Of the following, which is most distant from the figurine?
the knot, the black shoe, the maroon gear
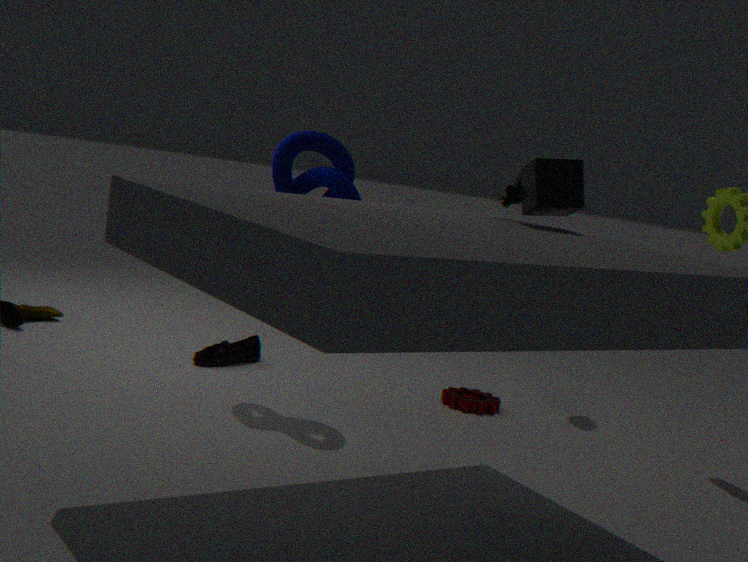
the black shoe
